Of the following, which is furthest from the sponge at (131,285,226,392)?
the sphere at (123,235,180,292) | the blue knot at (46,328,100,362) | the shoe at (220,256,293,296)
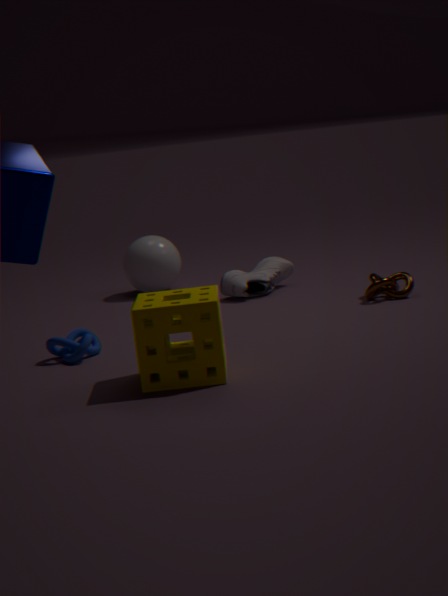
the sphere at (123,235,180,292)
